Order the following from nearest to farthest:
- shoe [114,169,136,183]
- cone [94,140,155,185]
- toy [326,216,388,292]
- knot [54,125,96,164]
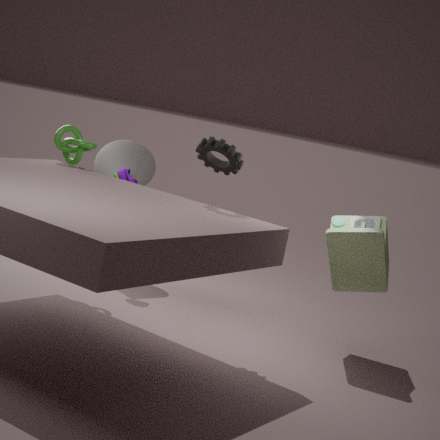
toy [326,216,388,292]
knot [54,125,96,164]
shoe [114,169,136,183]
cone [94,140,155,185]
